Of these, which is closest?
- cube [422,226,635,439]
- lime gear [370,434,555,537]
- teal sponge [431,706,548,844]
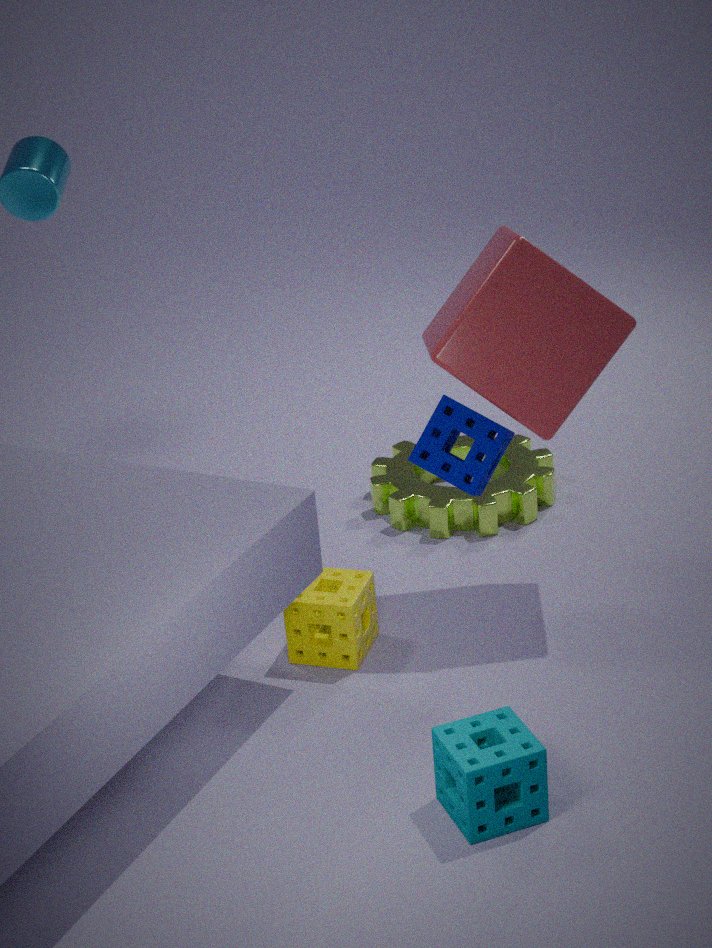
teal sponge [431,706,548,844]
